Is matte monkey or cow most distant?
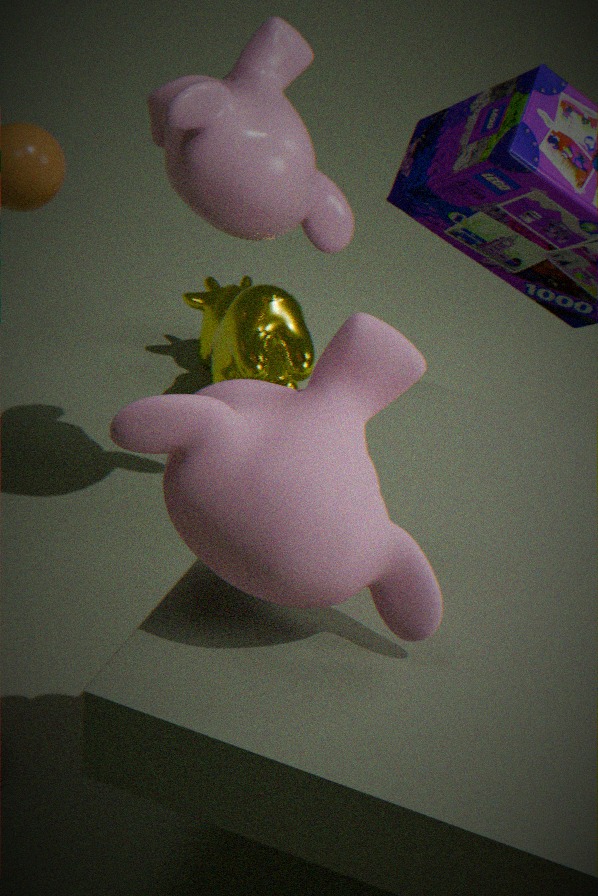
cow
